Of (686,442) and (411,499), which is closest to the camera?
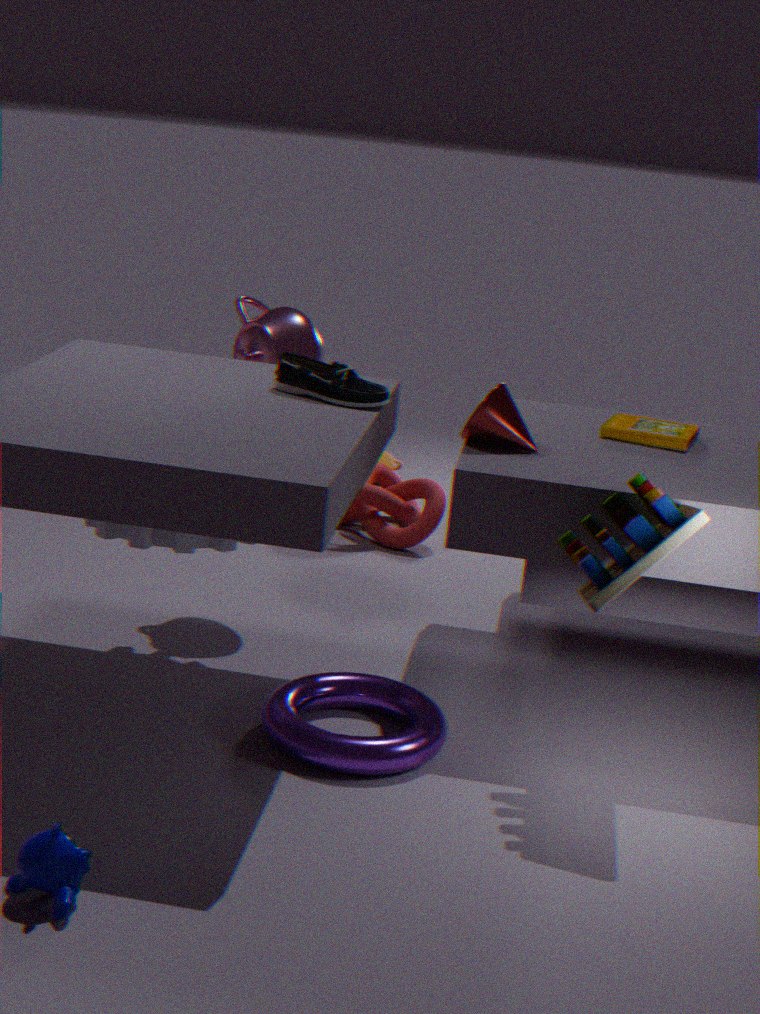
(686,442)
